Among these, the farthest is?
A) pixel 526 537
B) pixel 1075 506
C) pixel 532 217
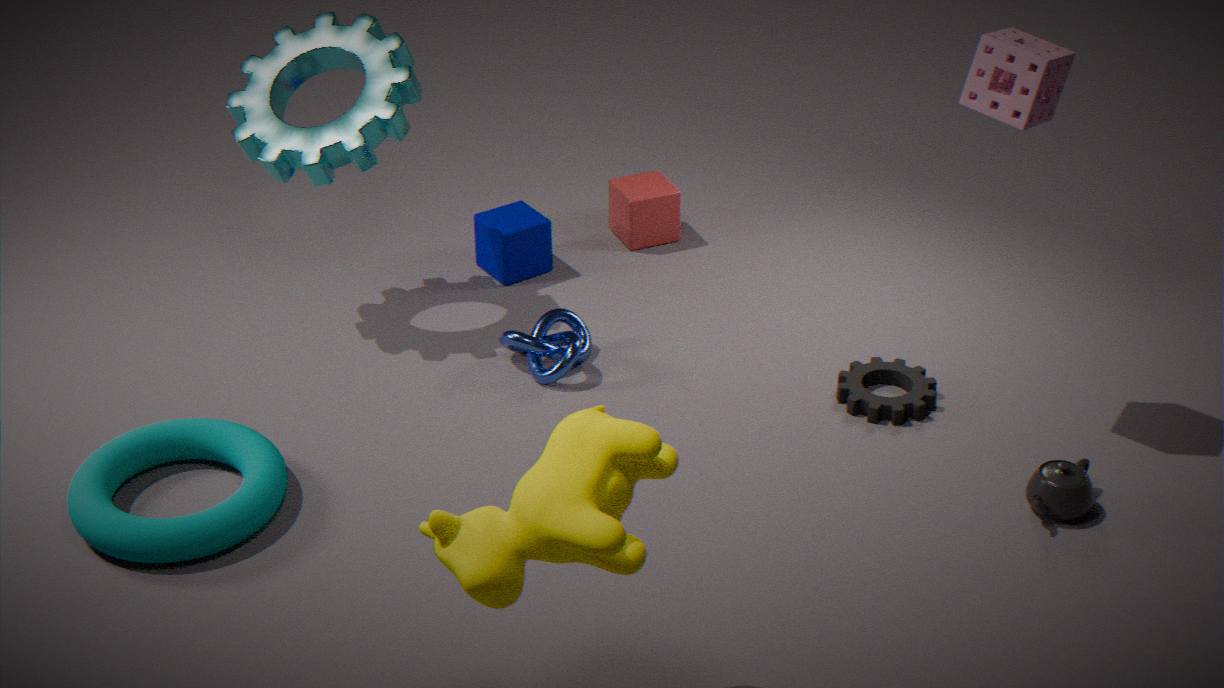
pixel 532 217
